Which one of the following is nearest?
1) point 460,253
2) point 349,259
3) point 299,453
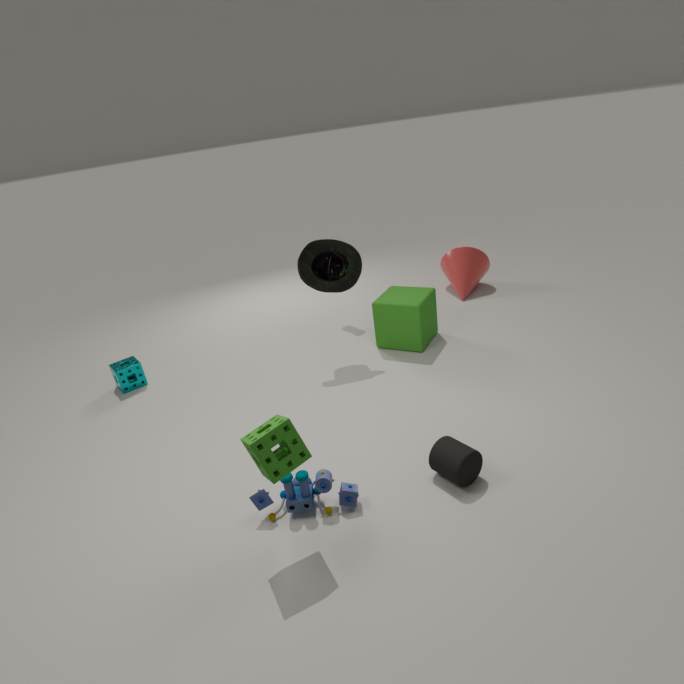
3. point 299,453
